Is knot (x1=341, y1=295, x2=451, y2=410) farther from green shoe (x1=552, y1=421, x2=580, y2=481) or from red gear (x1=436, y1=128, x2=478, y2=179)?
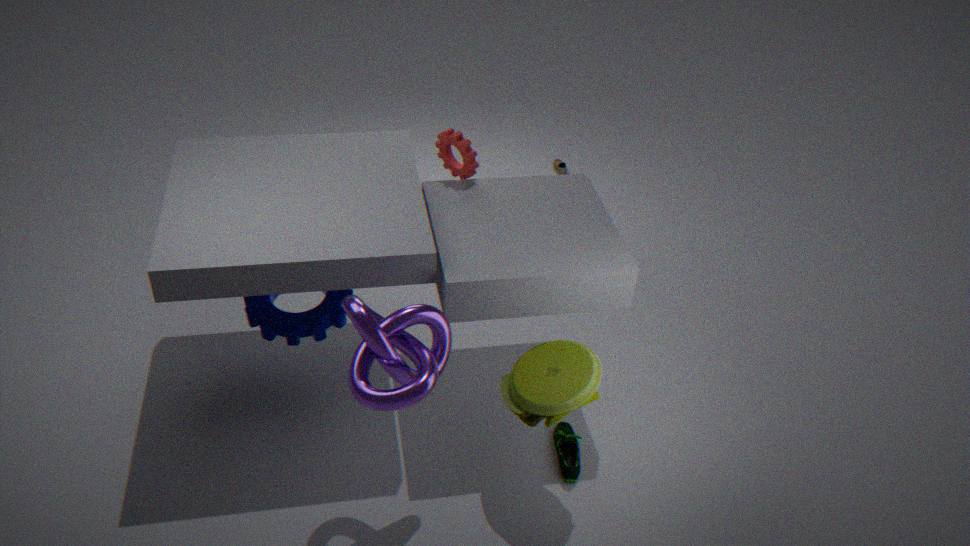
red gear (x1=436, y1=128, x2=478, y2=179)
